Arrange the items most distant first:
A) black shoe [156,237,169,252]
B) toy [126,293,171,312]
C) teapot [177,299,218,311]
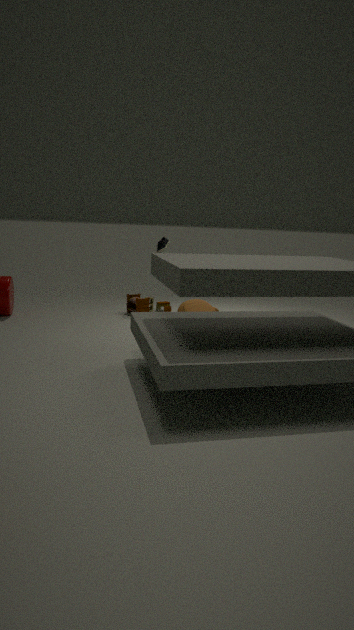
B. toy [126,293,171,312]
C. teapot [177,299,218,311]
A. black shoe [156,237,169,252]
